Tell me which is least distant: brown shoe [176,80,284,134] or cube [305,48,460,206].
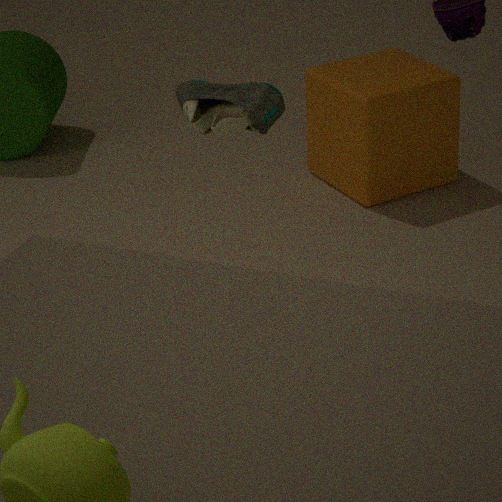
brown shoe [176,80,284,134]
